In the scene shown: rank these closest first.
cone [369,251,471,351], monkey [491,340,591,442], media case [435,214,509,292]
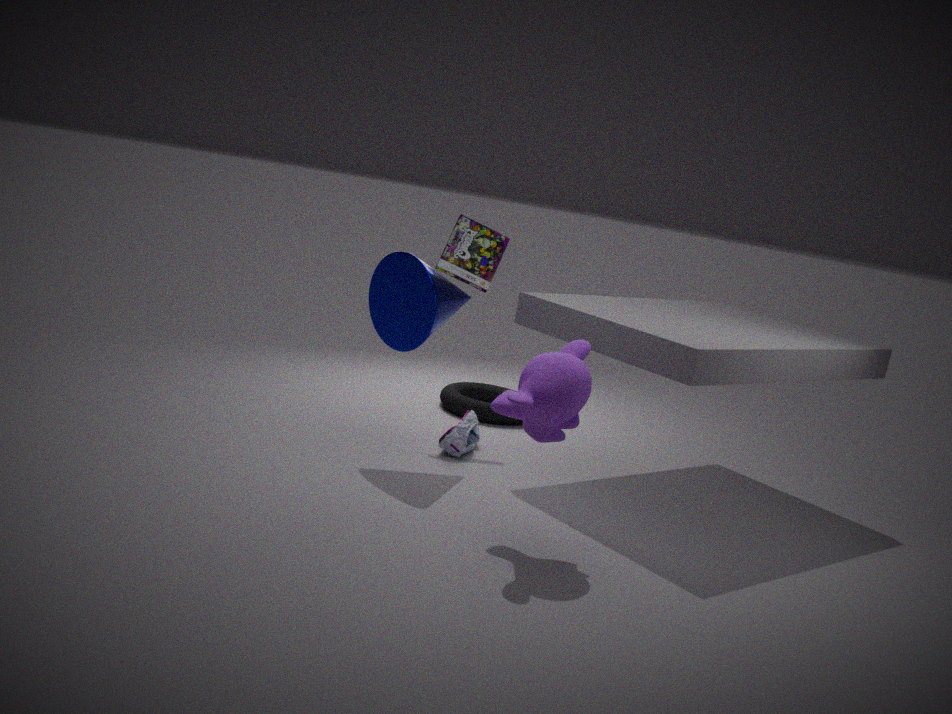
1. monkey [491,340,591,442]
2. cone [369,251,471,351]
3. media case [435,214,509,292]
